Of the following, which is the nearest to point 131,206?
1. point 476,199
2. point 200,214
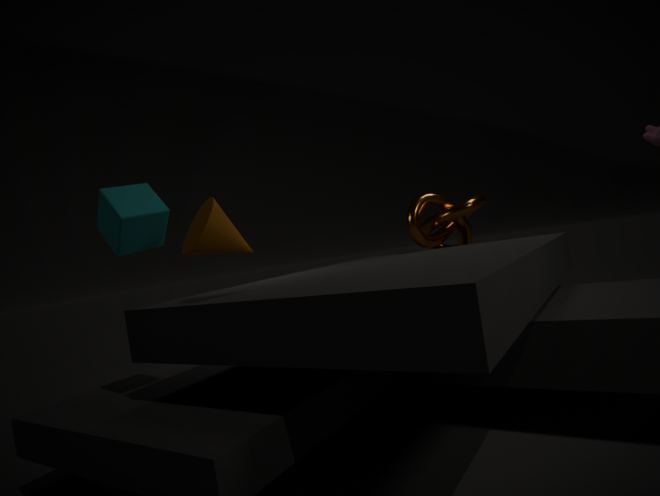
point 200,214
